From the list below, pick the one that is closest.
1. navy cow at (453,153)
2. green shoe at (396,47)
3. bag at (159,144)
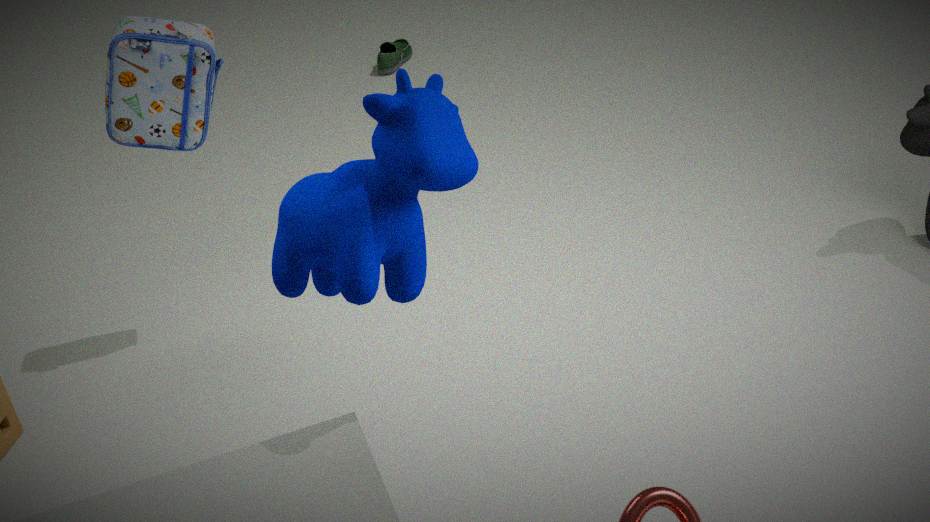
navy cow at (453,153)
